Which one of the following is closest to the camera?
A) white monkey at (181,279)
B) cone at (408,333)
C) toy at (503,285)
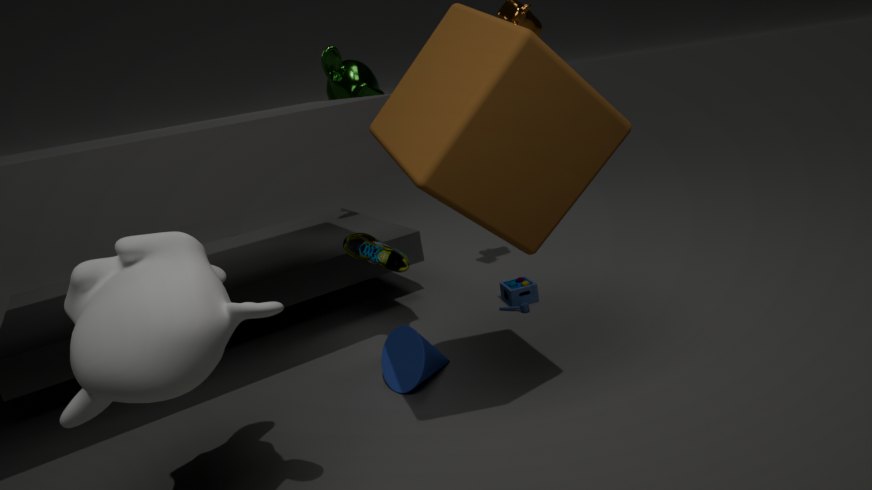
white monkey at (181,279)
